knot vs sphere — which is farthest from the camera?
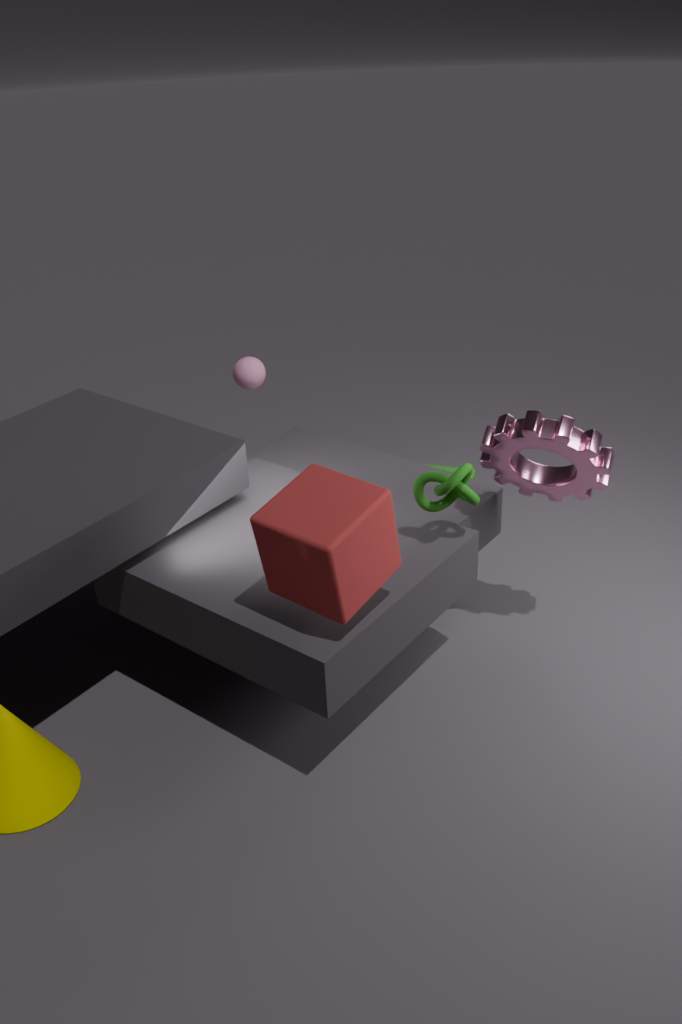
sphere
